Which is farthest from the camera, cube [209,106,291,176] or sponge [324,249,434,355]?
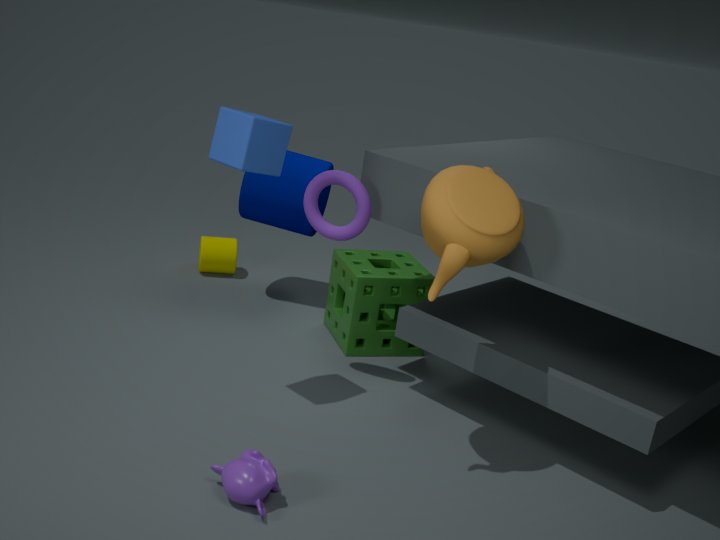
sponge [324,249,434,355]
